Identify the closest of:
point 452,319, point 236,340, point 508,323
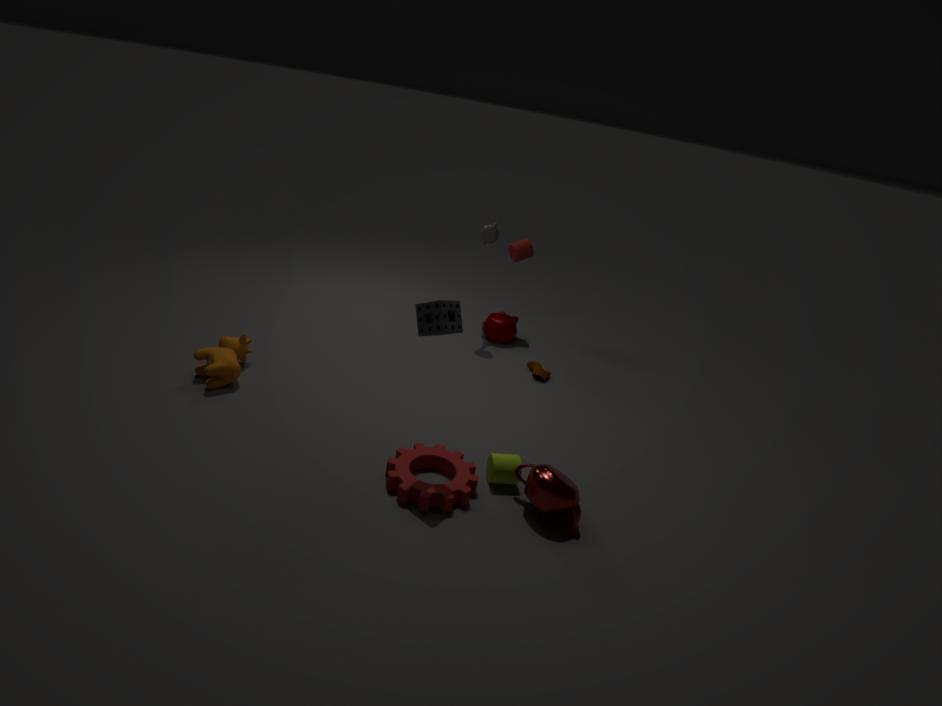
point 452,319
